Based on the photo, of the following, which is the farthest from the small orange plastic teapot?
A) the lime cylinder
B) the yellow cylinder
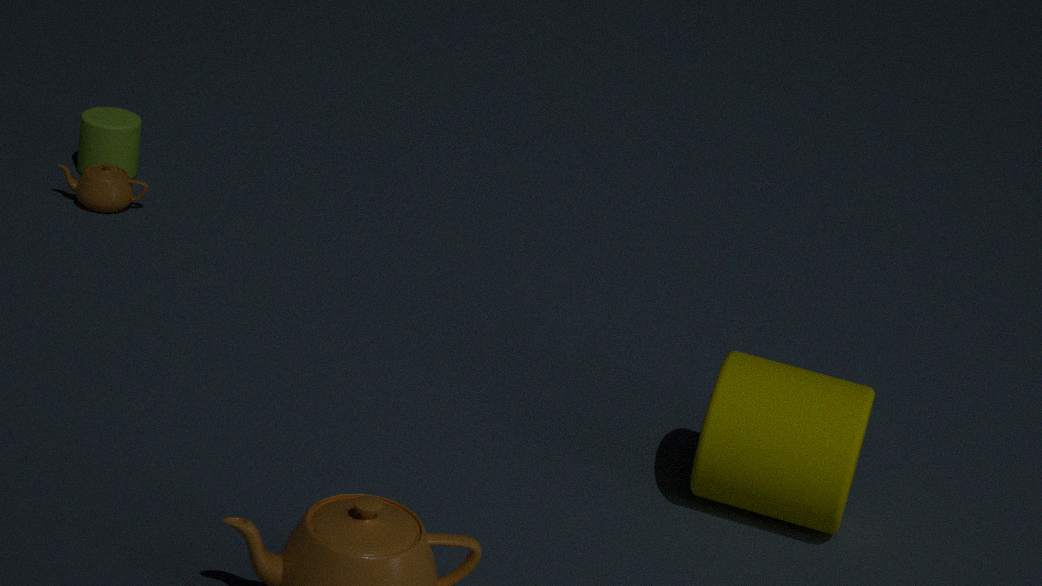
the yellow cylinder
